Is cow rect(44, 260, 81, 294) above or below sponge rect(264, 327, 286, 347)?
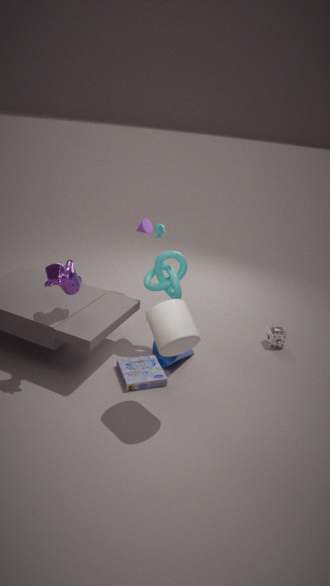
above
